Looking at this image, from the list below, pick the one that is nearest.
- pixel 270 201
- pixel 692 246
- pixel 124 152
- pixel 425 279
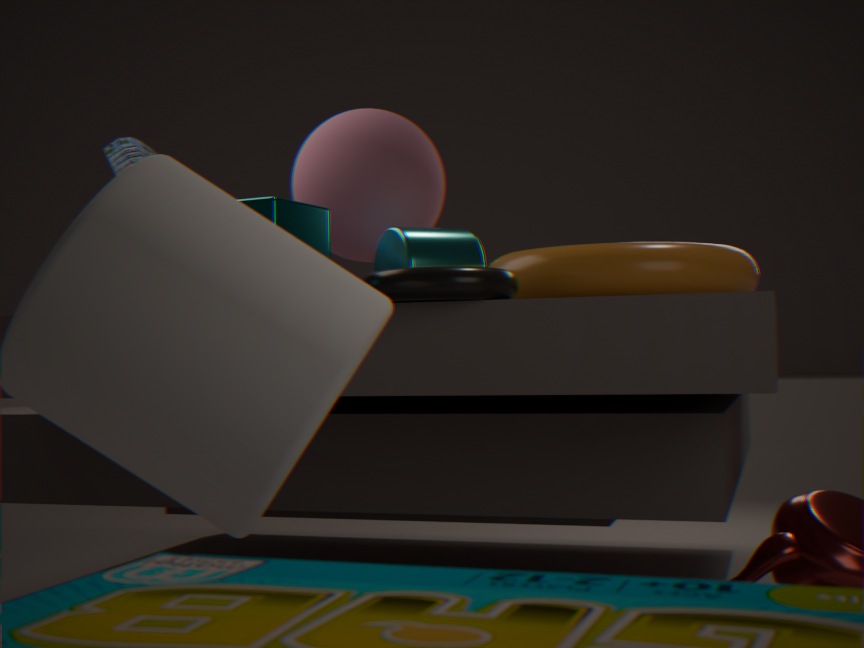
pixel 425 279
